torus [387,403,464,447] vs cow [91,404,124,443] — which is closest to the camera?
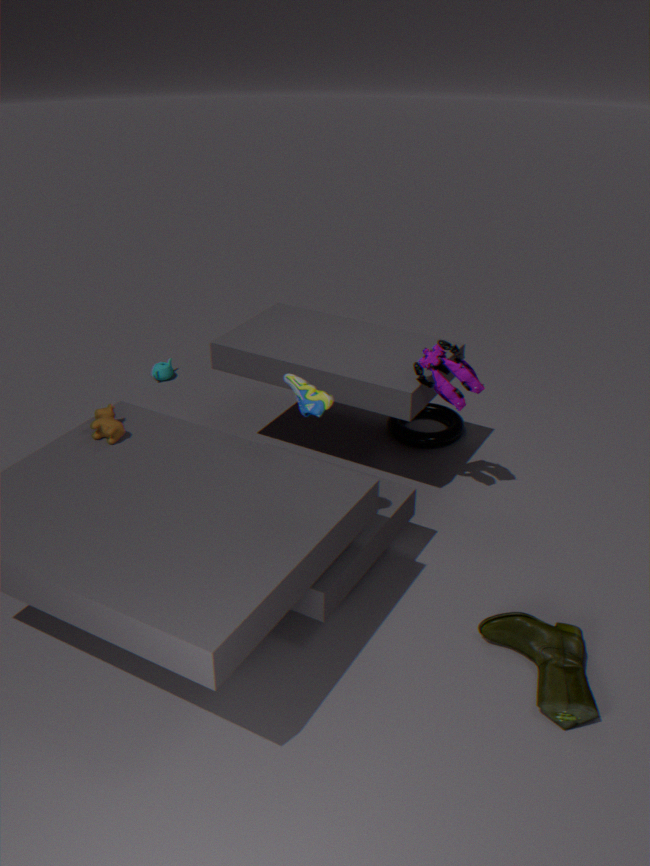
cow [91,404,124,443]
